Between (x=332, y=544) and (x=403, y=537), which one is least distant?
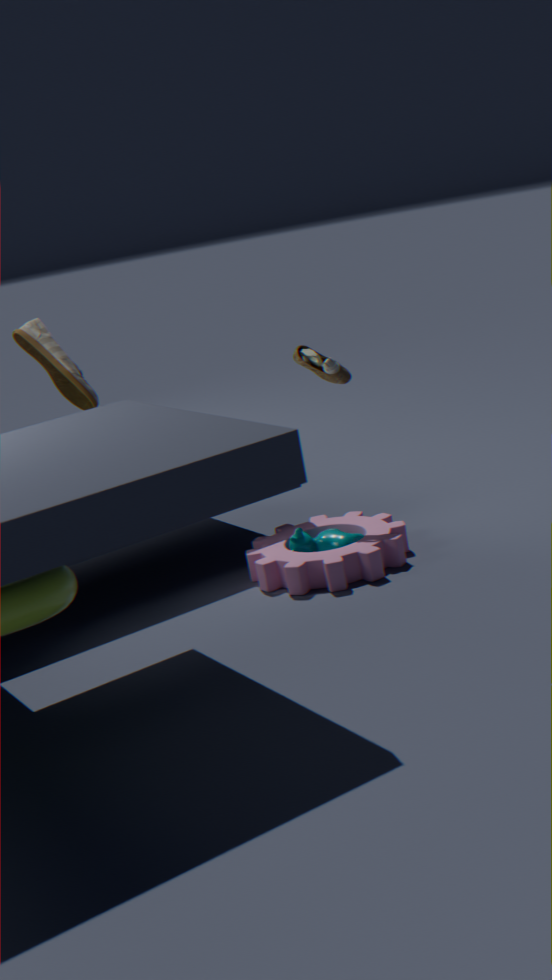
(x=332, y=544)
